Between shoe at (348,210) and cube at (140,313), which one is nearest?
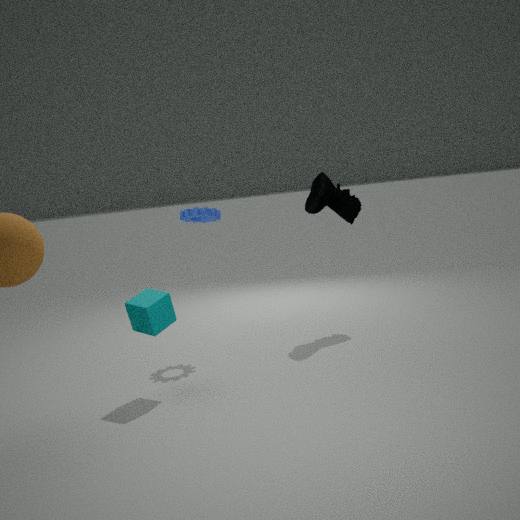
cube at (140,313)
